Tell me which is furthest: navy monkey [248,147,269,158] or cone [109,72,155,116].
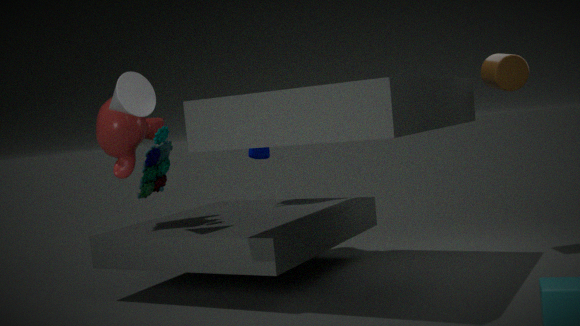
navy monkey [248,147,269,158]
